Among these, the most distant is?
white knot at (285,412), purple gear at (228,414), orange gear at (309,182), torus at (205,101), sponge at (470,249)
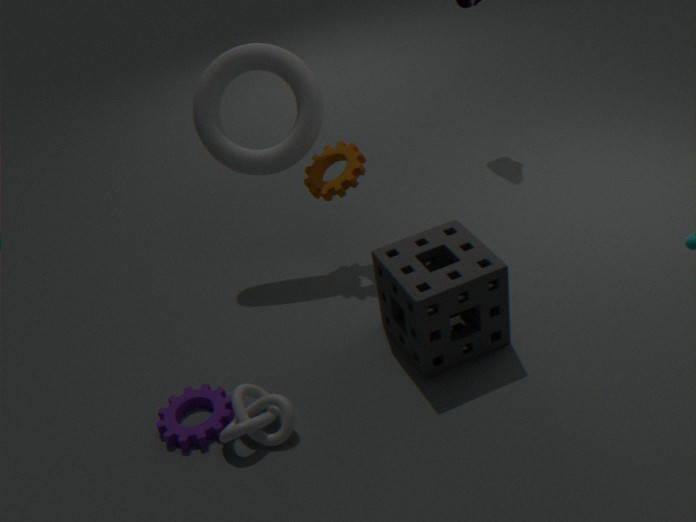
orange gear at (309,182)
